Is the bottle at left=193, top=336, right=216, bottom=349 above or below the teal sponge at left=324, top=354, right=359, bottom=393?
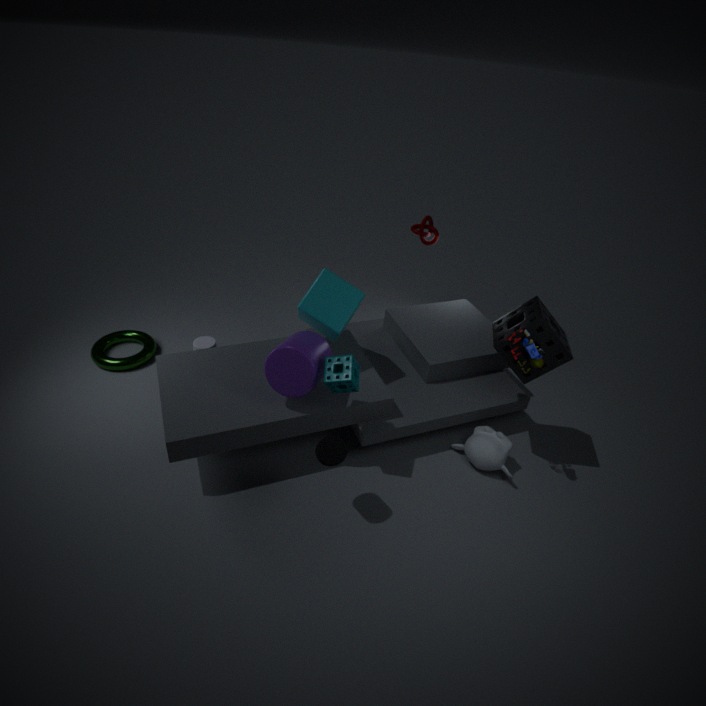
below
